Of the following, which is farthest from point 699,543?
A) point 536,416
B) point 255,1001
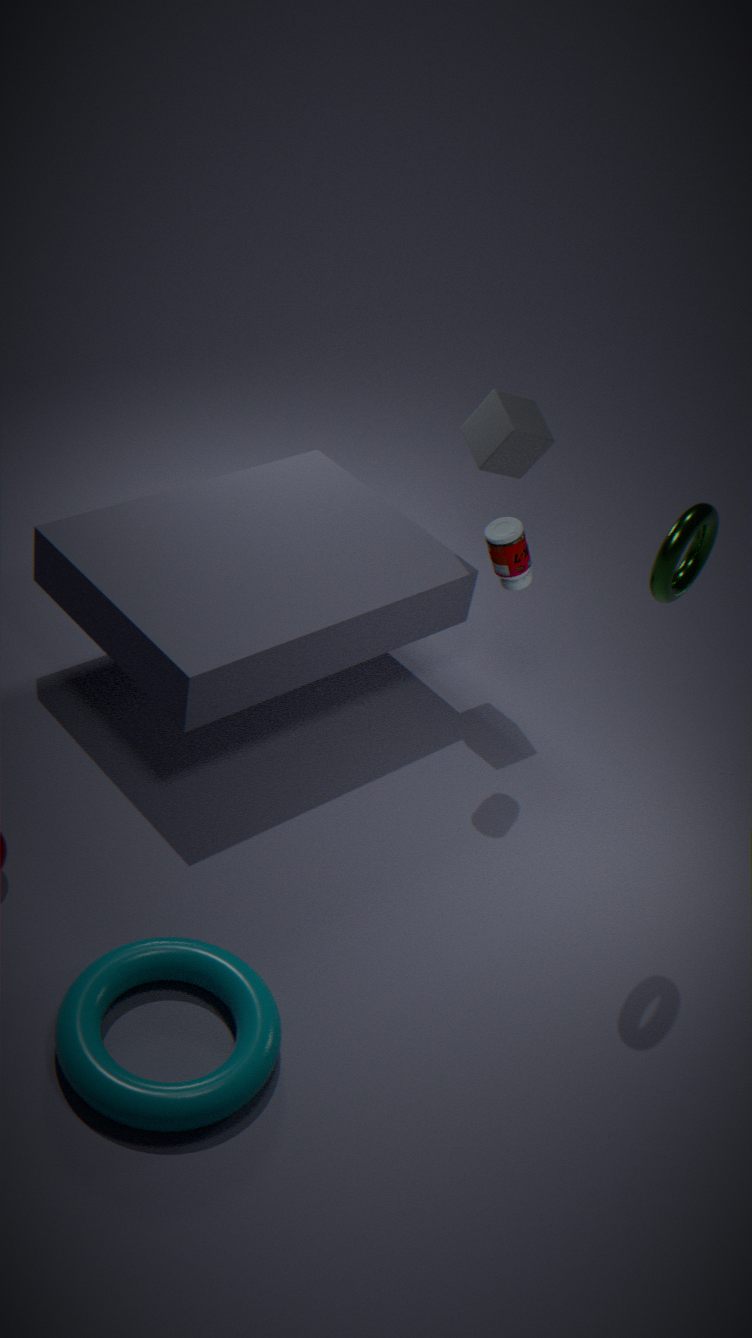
point 255,1001
